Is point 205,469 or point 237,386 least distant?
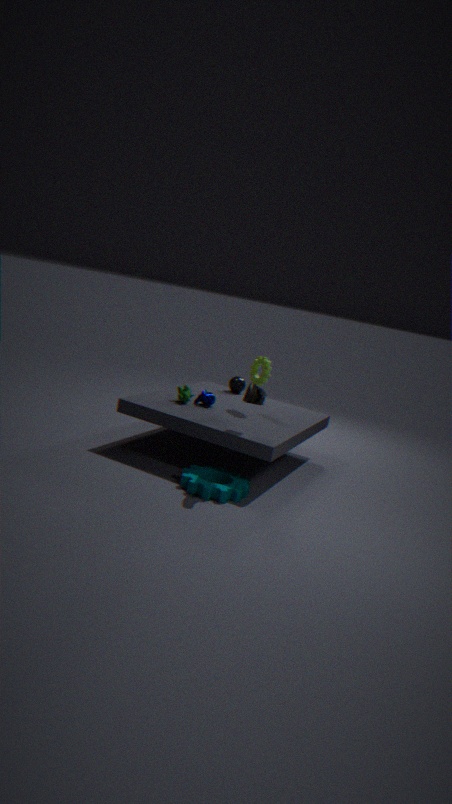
point 205,469
